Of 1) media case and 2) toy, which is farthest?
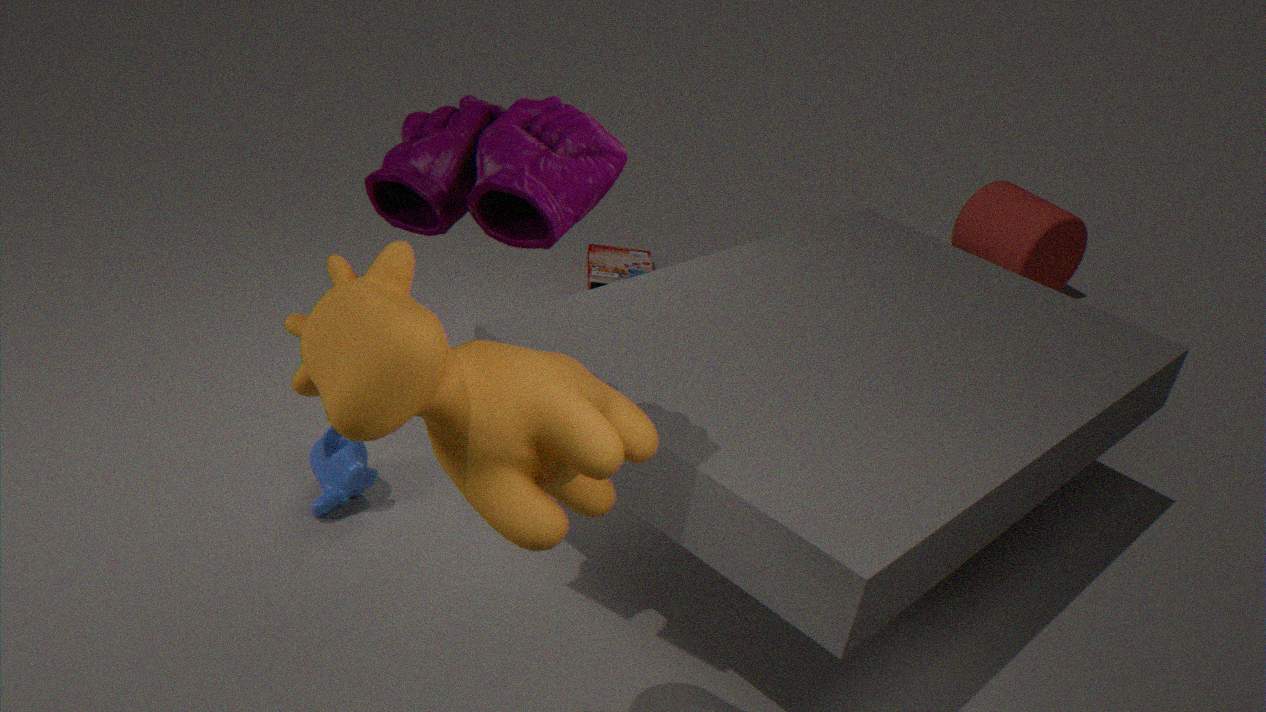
1. media case
